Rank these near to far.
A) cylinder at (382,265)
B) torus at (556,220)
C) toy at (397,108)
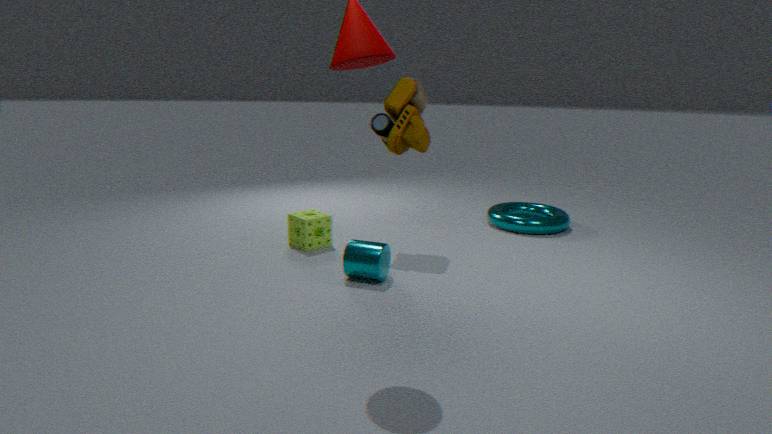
cylinder at (382,265) → toy at (397,108) → torus at (556,220)
